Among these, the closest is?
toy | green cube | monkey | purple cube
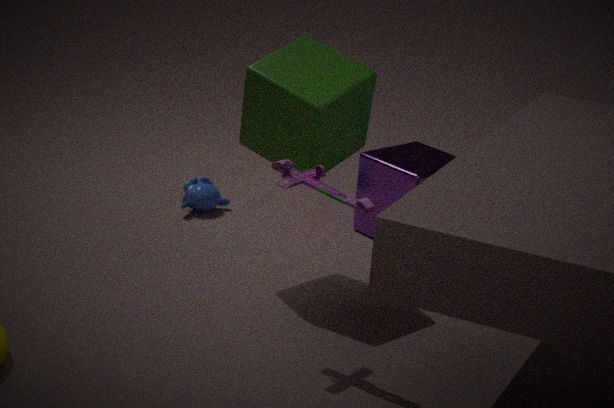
toy
